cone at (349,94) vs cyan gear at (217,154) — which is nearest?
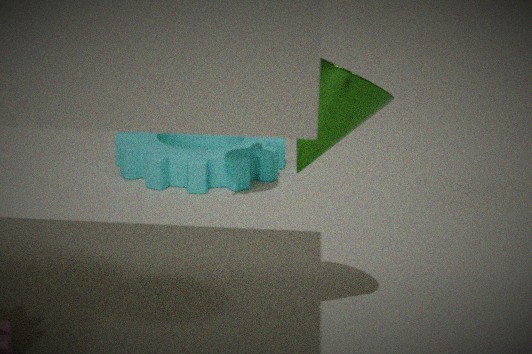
cone at (349,94)
